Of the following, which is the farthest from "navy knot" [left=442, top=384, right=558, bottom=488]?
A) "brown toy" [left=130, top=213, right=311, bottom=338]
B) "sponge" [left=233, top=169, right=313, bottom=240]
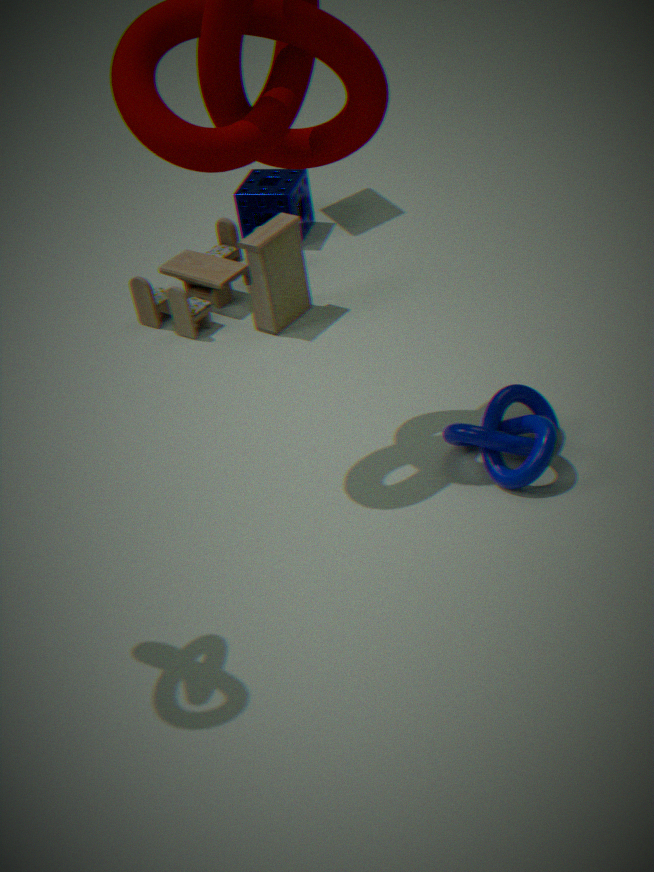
"sponge" [left=233, top=169, right=313, bottom=240]
